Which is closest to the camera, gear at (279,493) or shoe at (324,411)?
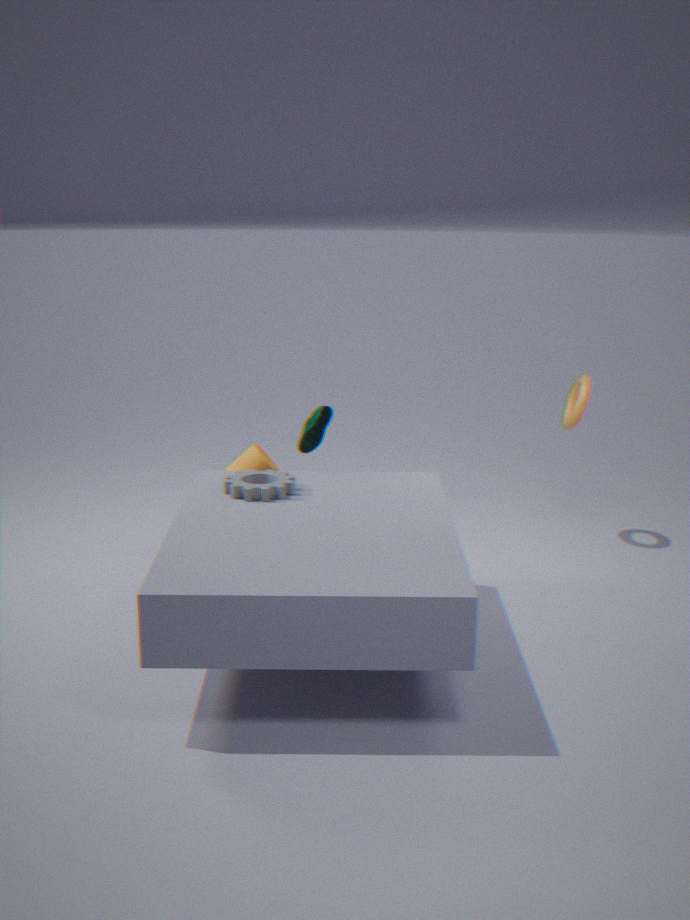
gear at (279,493)
